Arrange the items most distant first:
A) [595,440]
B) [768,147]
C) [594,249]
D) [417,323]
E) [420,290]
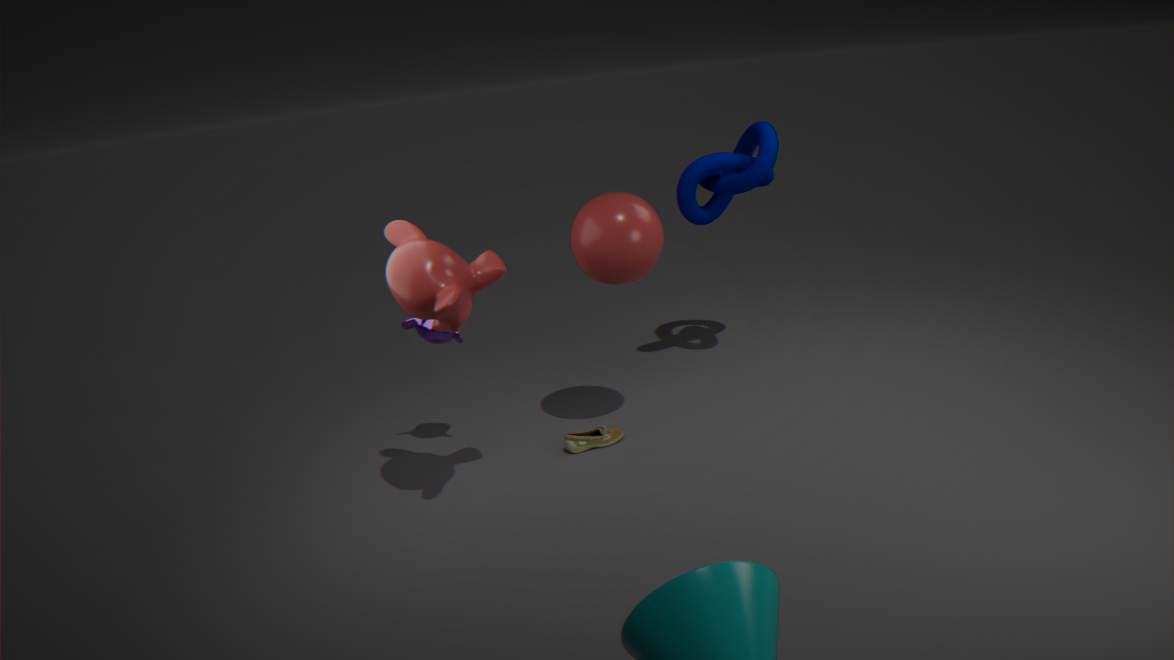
[768,147] → [595,440] → [417,323] → [594,249] → [420,290]
